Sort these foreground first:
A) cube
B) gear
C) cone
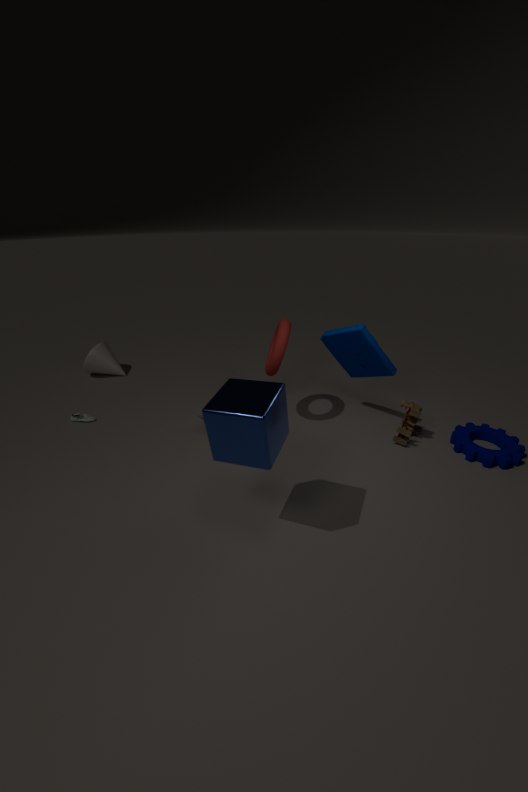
cube
gear
cone
